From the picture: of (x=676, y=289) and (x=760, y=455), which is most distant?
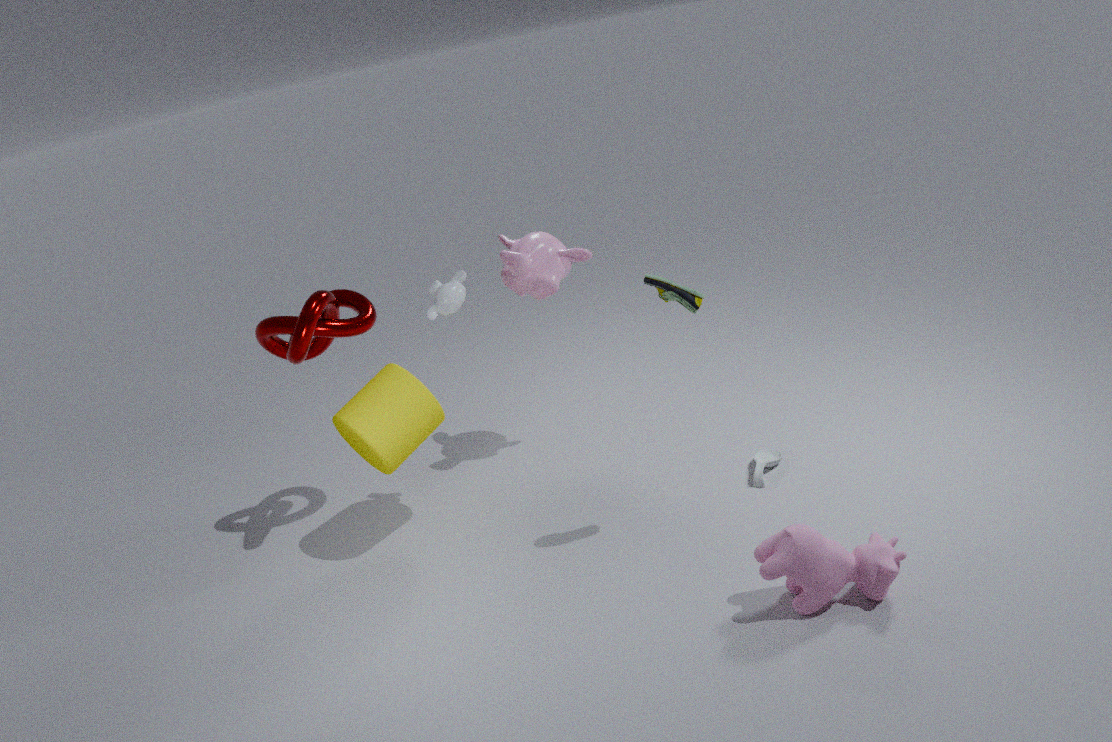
(x=760, y=455)
